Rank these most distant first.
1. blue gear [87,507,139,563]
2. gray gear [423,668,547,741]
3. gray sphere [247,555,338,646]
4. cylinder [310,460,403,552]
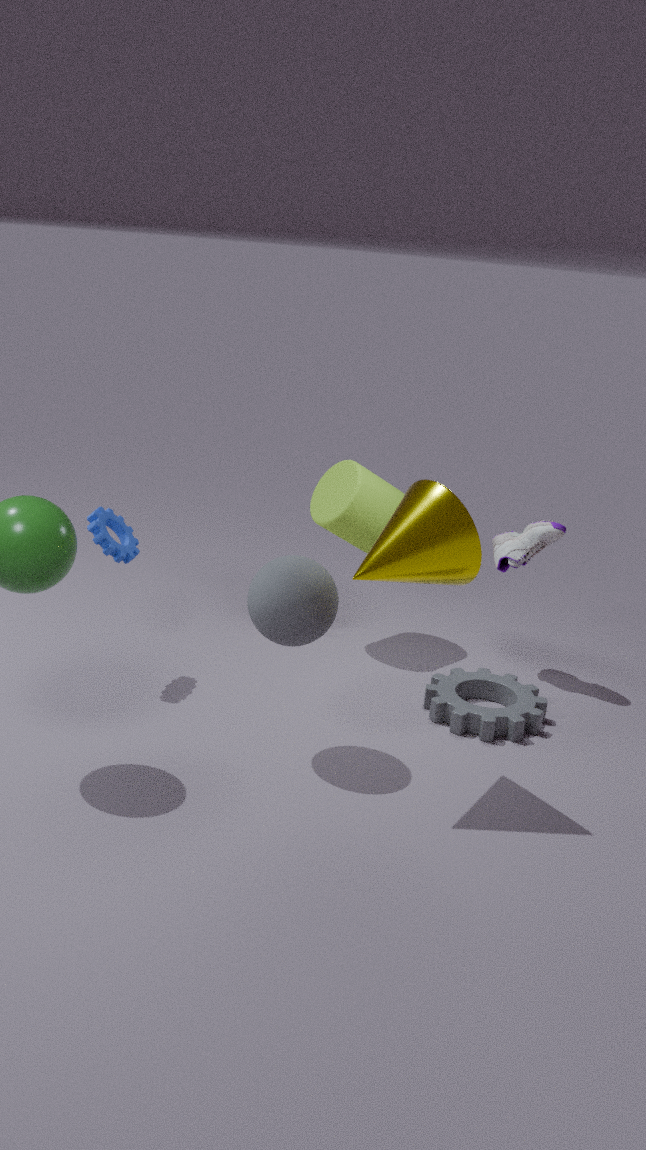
cylinder [310,460,403,552] → blue gear [87,507,139,563] → gray gear [423,668,547,741] → gray sphere [247,555,338,646]
